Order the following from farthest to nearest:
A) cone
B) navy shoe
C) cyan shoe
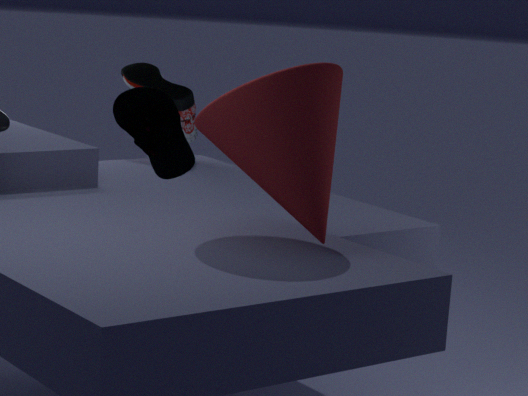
1. cyan shoe
2. cone
3. navy shoe
